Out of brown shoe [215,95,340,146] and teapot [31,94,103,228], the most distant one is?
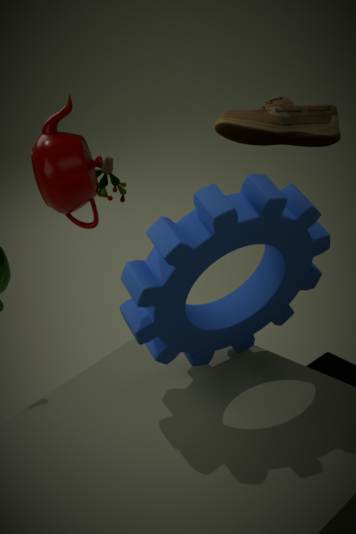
teapot [31,94,103,228]
